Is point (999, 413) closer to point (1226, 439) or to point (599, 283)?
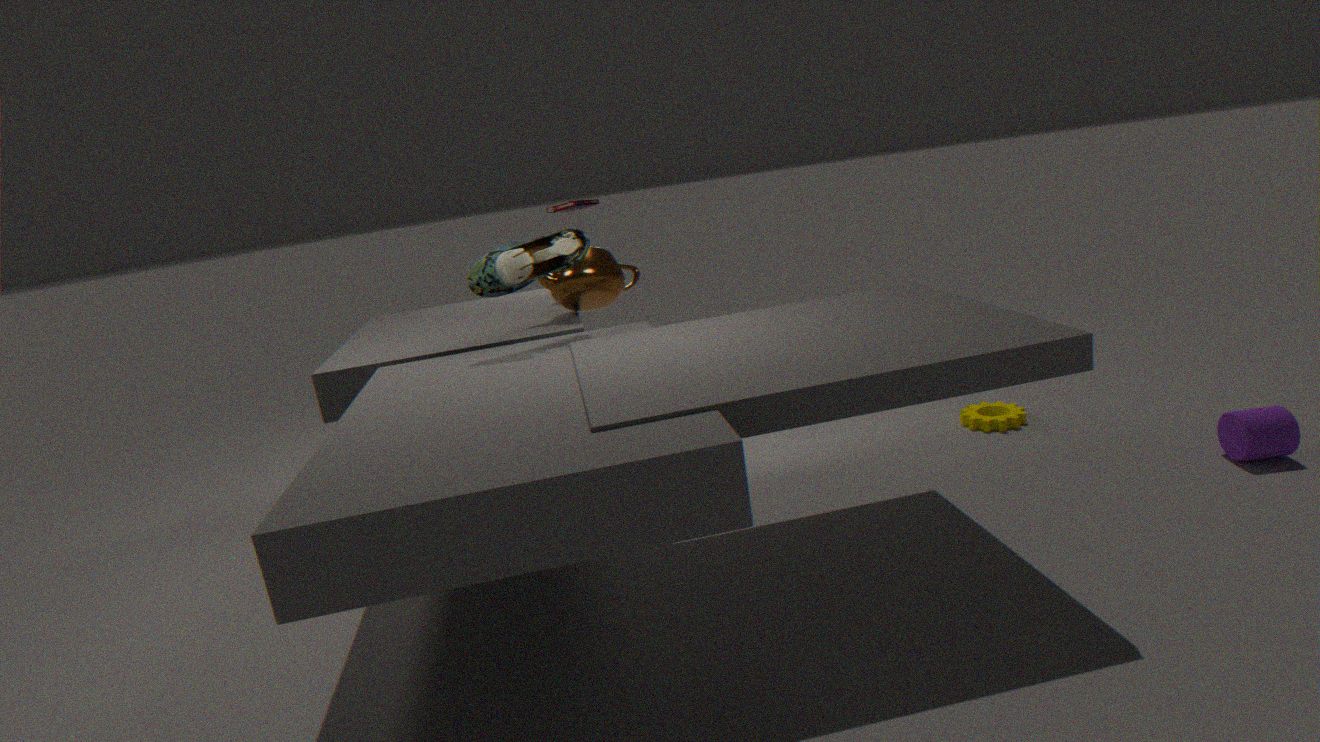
point (1226, 439)
